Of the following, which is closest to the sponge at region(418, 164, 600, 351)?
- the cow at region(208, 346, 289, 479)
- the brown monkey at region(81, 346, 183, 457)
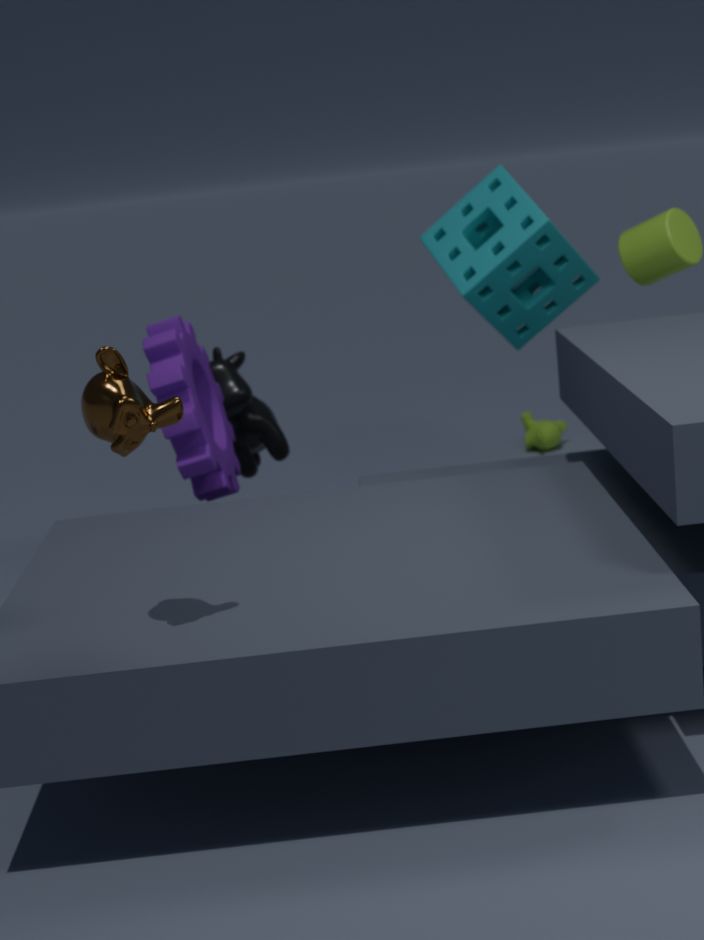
the cow at region(208, 346, 289, 479)
